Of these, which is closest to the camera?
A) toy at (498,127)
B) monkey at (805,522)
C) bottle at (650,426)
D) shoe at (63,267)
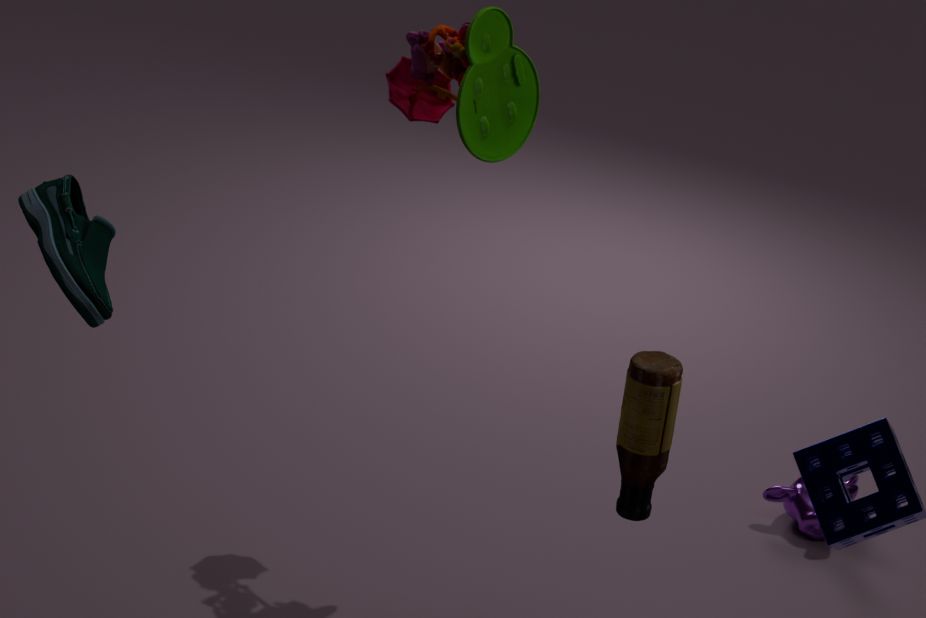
shoe at (63,267)
